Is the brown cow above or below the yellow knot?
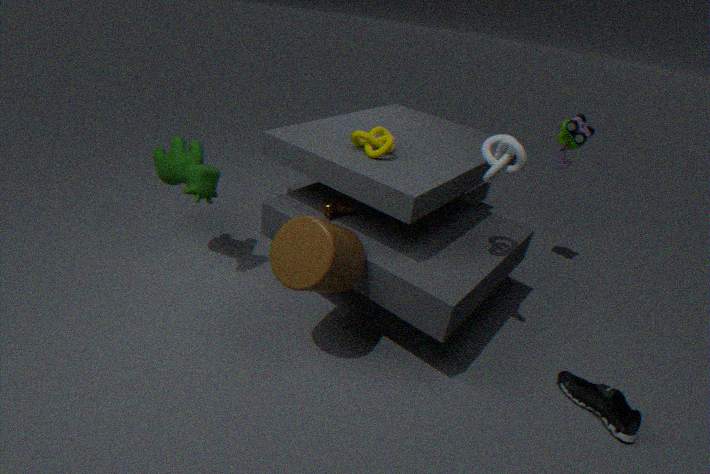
below
